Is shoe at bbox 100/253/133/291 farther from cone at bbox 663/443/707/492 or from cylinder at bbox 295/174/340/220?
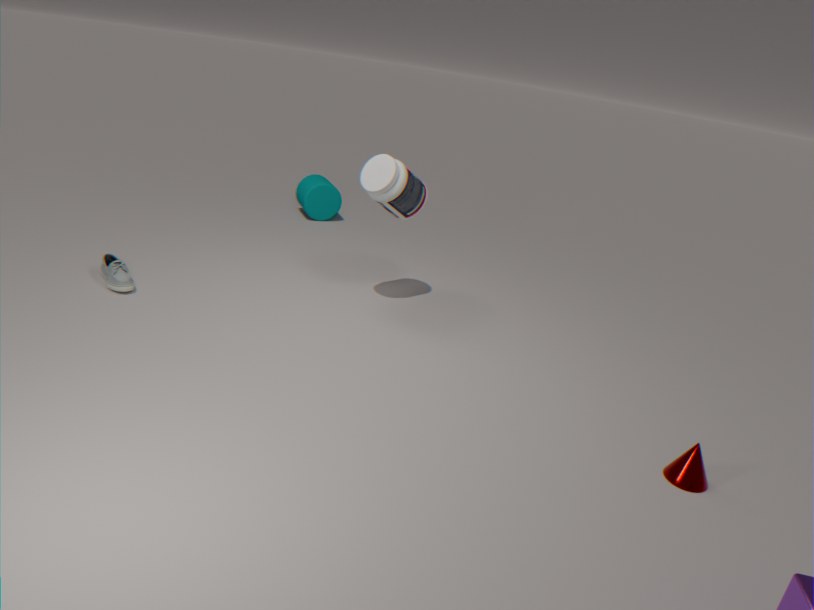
cone at bbox 663/443/707/492
